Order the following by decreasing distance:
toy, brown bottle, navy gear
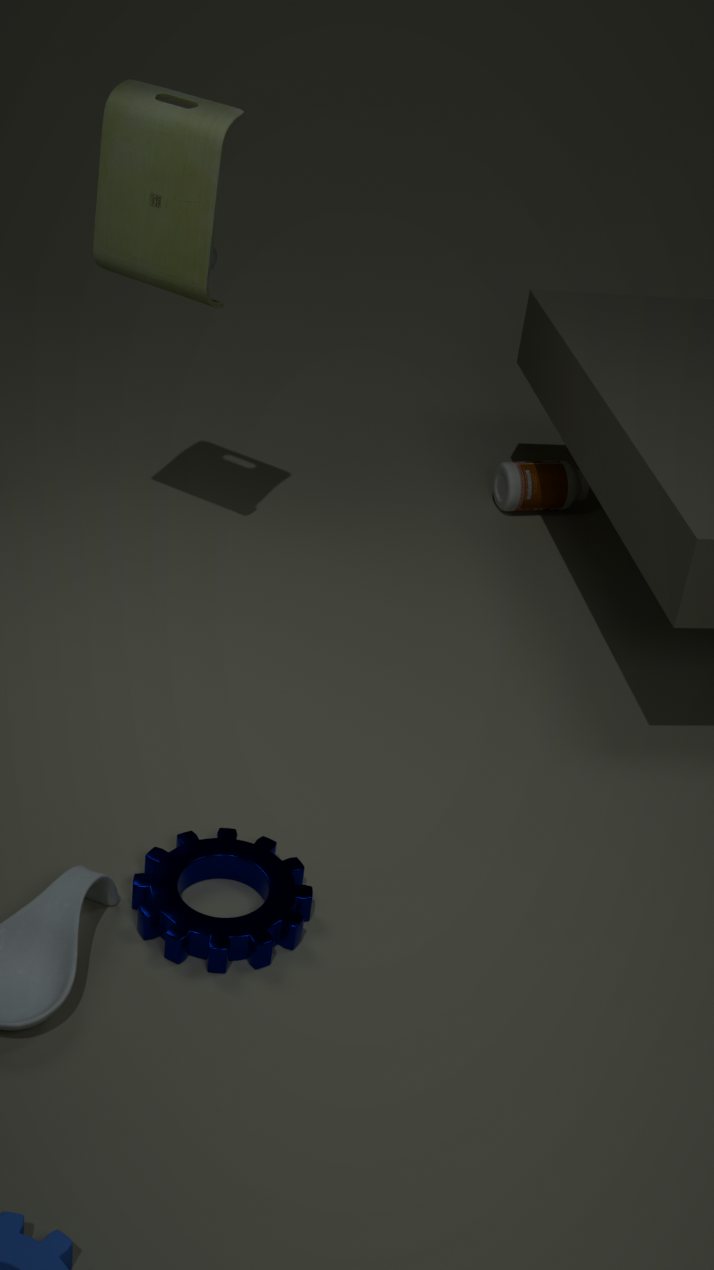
brown bottle → toy → navy gear
